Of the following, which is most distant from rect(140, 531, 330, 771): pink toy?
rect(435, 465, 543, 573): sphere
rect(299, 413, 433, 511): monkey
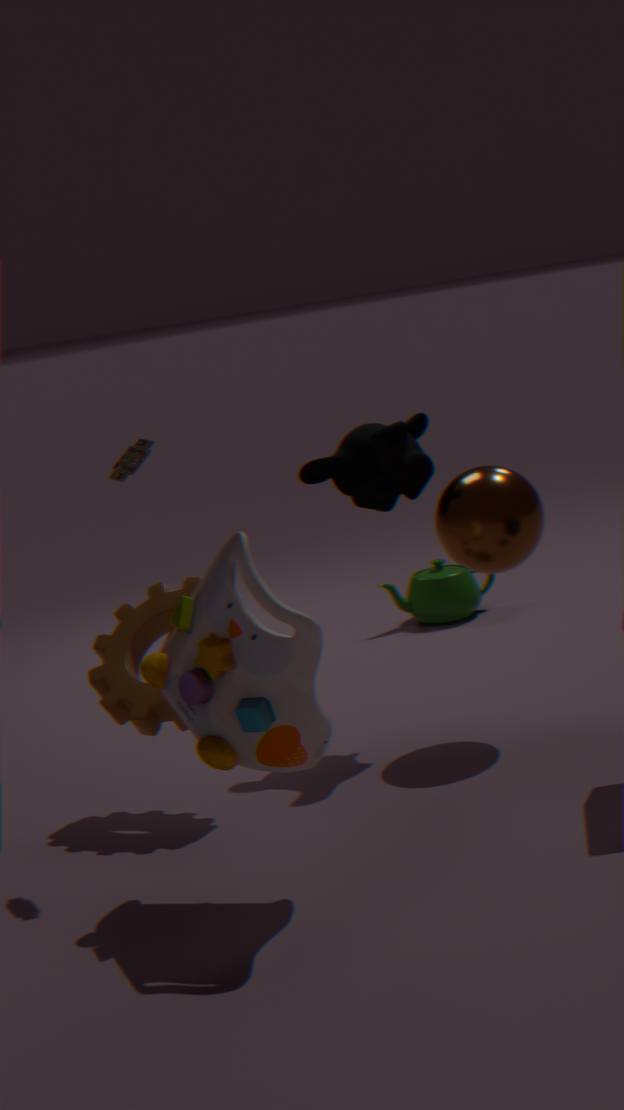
rect(435, 465, 543, 573): sphere
